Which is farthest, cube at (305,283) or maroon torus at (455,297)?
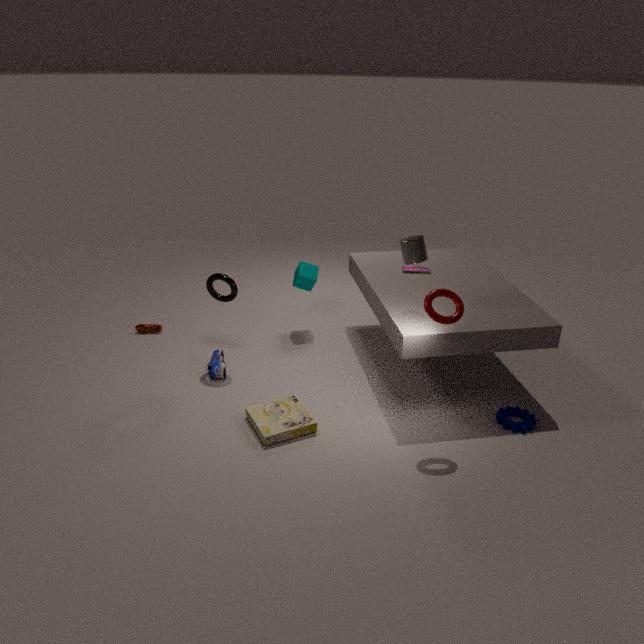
cube at (305,283)
